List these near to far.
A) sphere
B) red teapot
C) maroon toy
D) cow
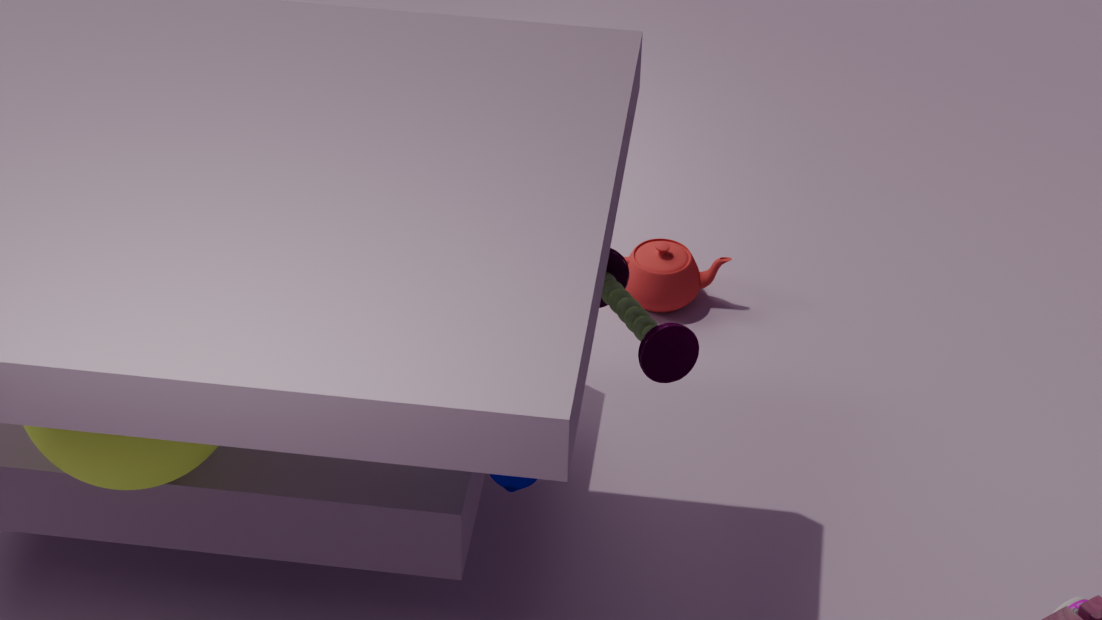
sphere
maroon toy
cow
red teapot
